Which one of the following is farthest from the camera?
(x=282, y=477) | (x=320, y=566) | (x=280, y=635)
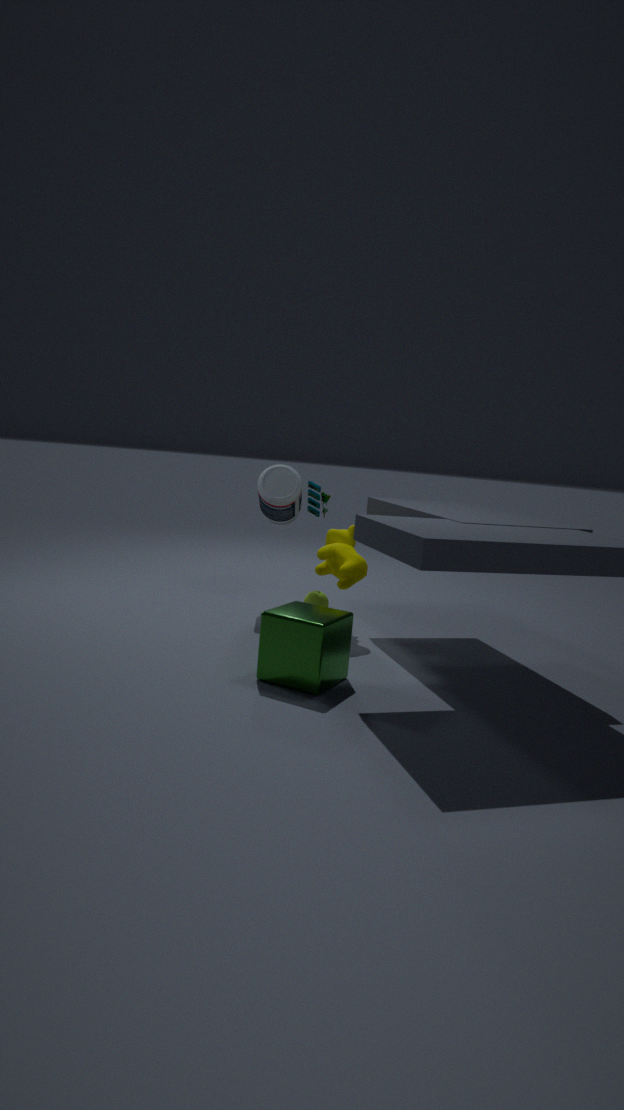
(x=282, y=477)
